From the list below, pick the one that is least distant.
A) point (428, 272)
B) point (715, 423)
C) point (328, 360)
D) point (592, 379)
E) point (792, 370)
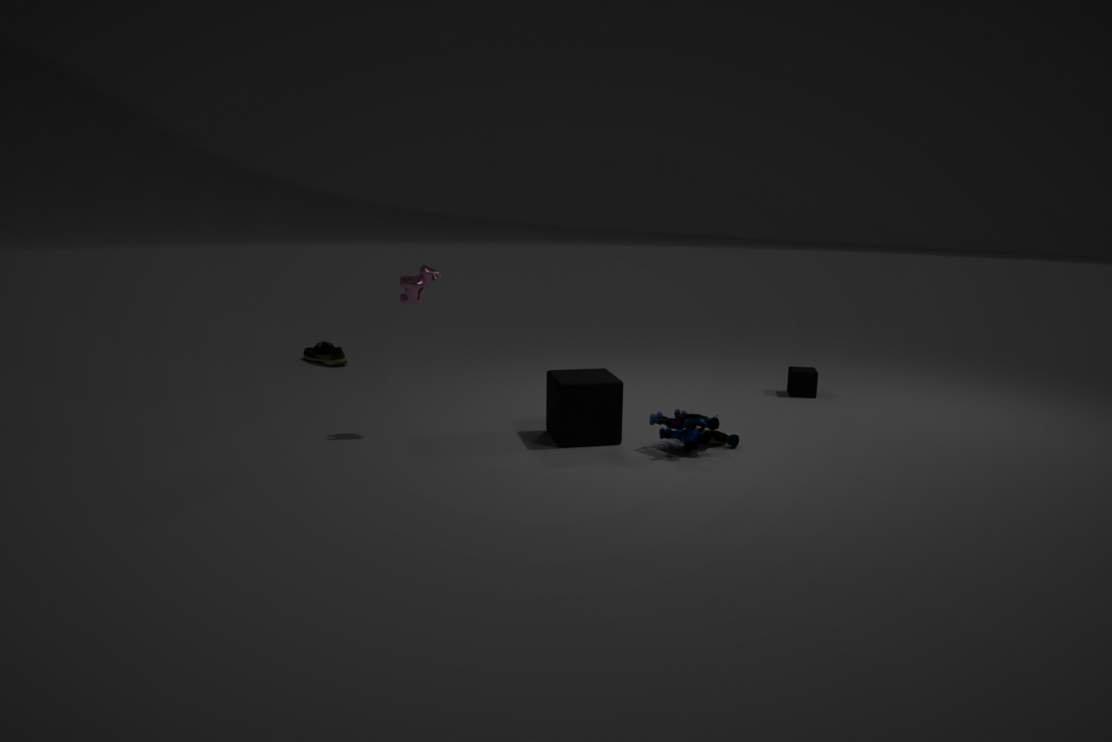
point (715, 423)
